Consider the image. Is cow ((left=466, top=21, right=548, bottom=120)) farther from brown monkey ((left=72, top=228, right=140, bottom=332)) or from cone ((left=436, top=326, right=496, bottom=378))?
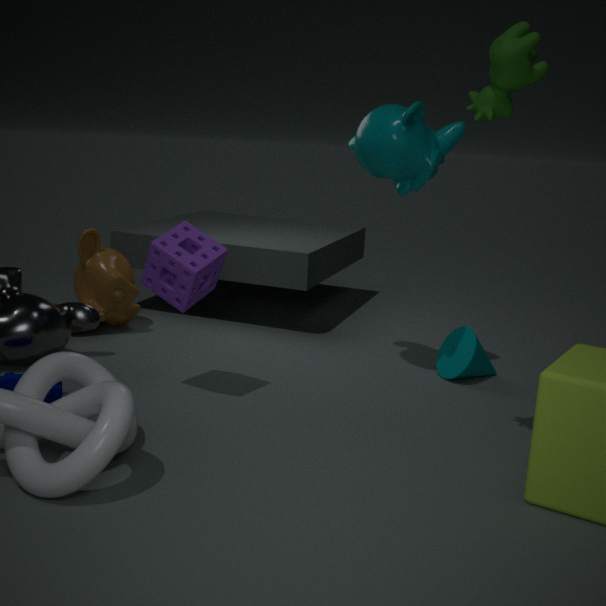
brown monkey ((left=72, top=228, right=140, bottom=332))
